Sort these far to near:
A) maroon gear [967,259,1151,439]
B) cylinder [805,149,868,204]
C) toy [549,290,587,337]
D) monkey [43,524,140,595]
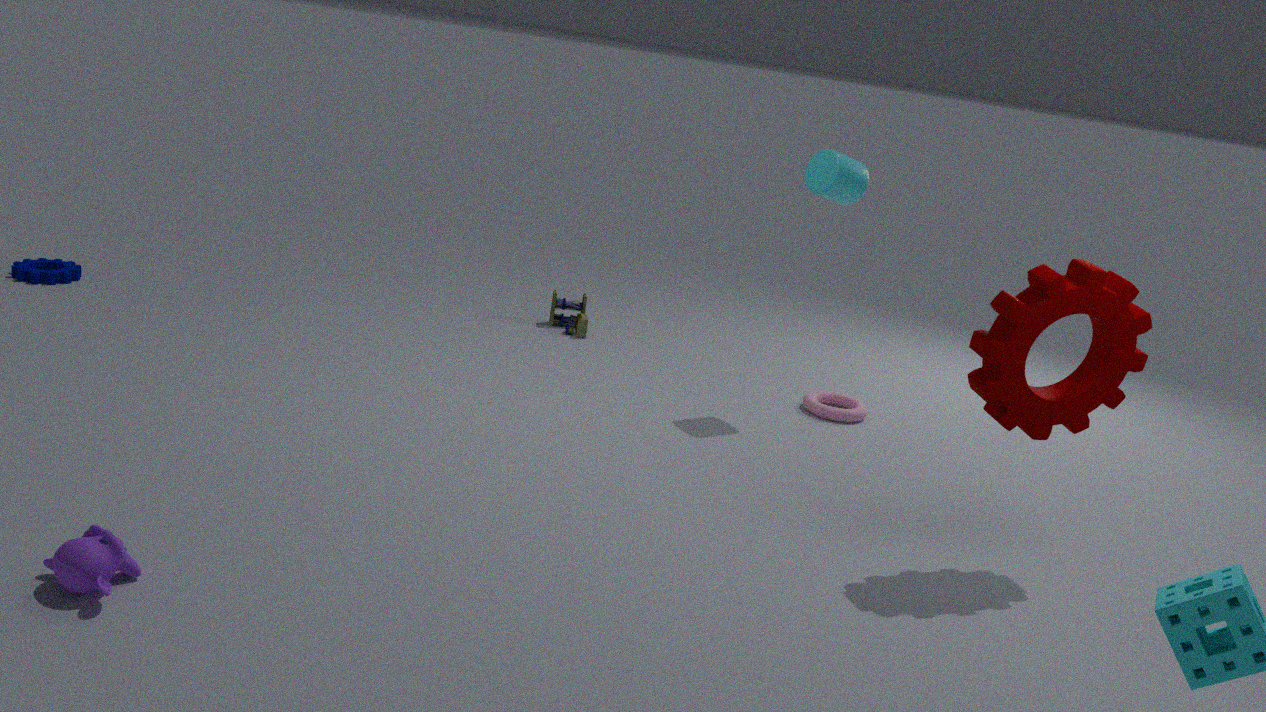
toy [549,290,587,337] → cylinder [805,149,868,204] → maroon gear [967,259,1151,439] → monkey [43,524,140,595]
